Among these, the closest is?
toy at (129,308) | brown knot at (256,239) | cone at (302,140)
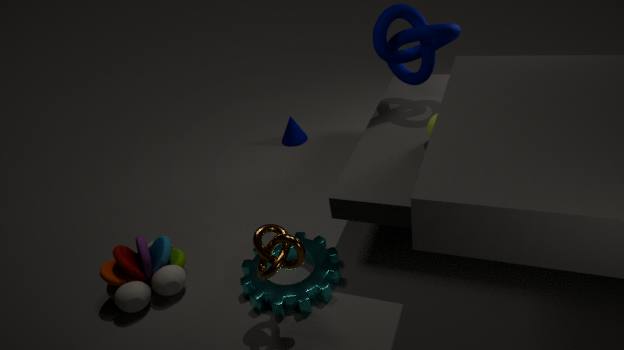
brown knot at (256,239)
